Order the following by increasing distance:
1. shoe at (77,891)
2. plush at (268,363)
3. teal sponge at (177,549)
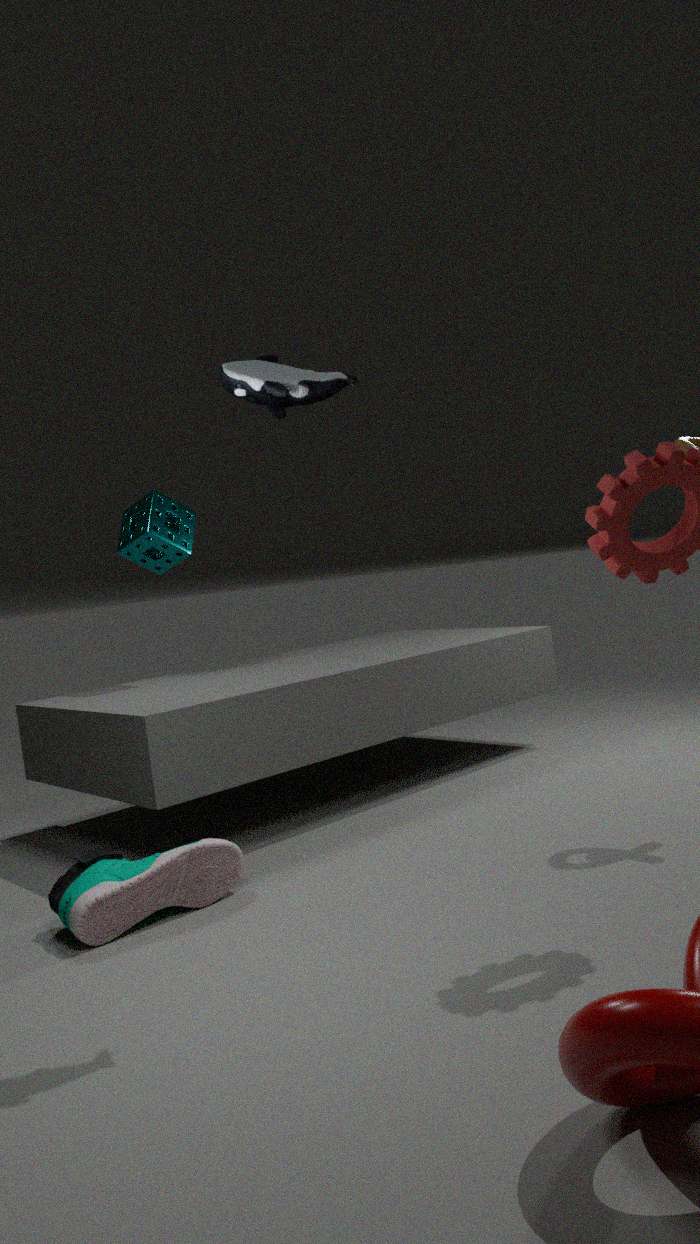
A: plush at (268,363)
shoe at (77,891)
teal sponge at (177,549)
